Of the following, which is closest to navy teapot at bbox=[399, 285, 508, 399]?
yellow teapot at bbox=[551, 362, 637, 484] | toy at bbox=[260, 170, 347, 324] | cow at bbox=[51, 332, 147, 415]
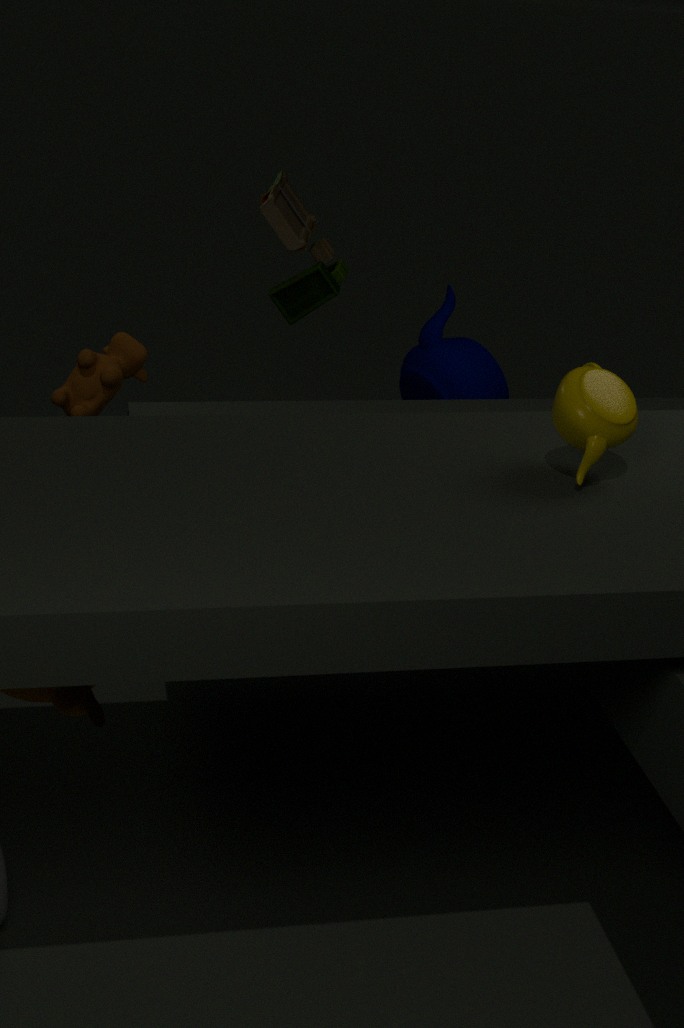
toy at bbox=[260, 170, 347, 324]
